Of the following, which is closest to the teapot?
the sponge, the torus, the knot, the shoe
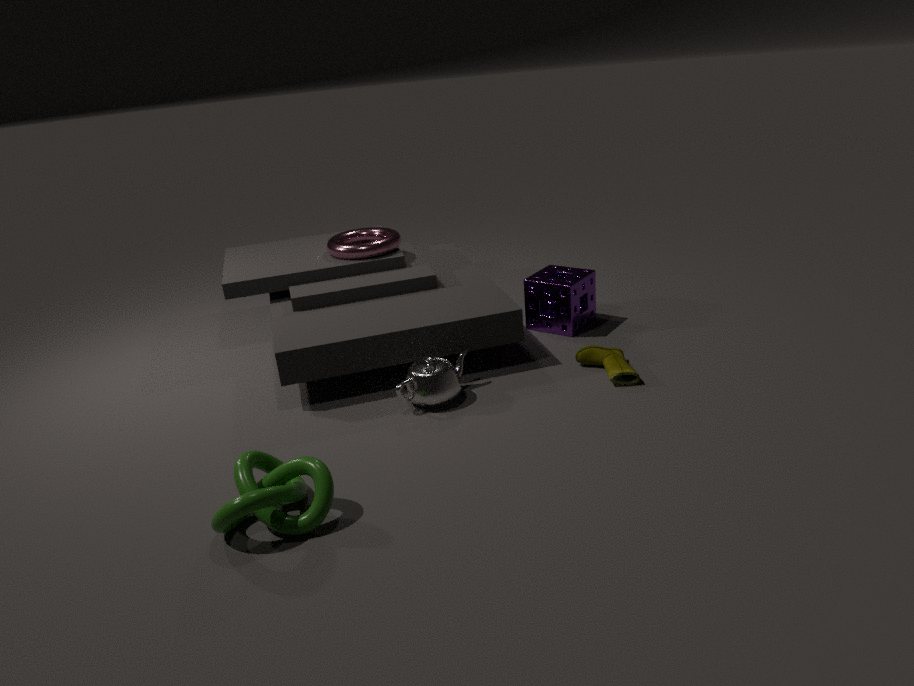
the shoe
